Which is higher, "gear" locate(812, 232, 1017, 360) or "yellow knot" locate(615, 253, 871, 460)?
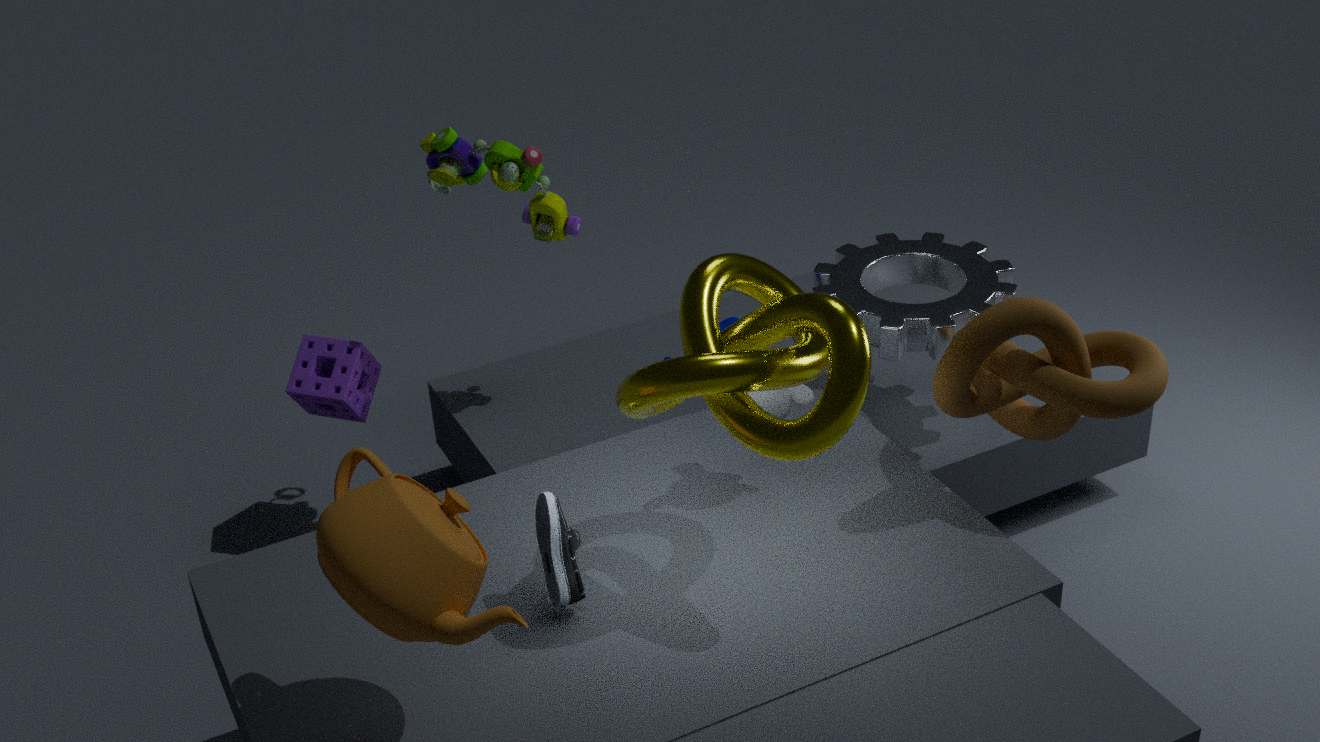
"yellow knot" locate(615, 253, 871, 460)
